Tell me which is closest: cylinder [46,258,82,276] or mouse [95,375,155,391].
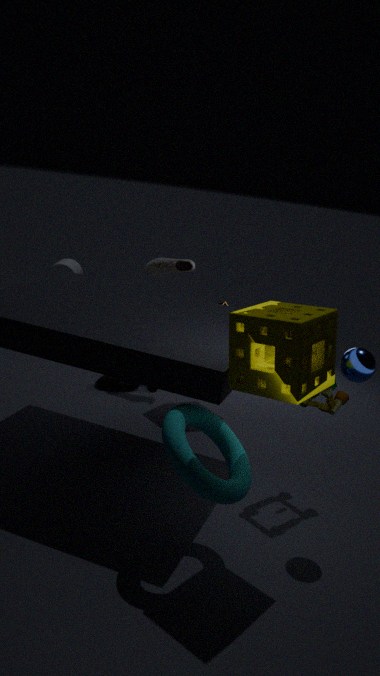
mouse [95,375,155,391]
